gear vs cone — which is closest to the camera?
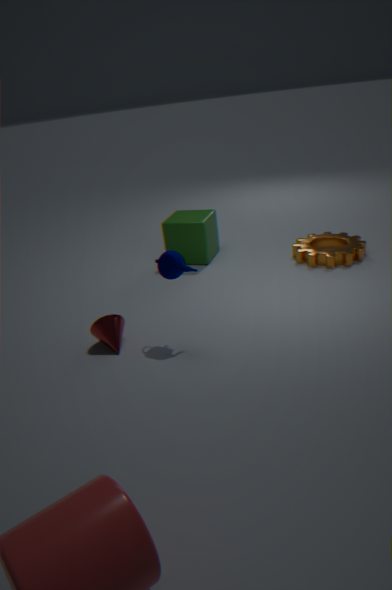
cone
